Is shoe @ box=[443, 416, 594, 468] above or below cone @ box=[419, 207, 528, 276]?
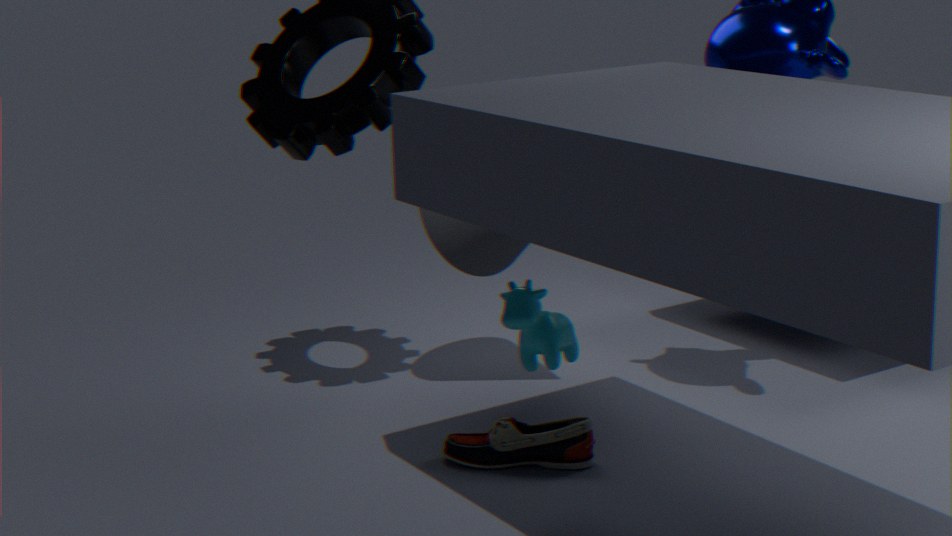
below
